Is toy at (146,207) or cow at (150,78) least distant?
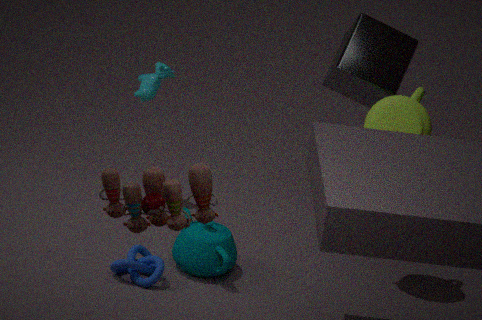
toy at (146,207)
